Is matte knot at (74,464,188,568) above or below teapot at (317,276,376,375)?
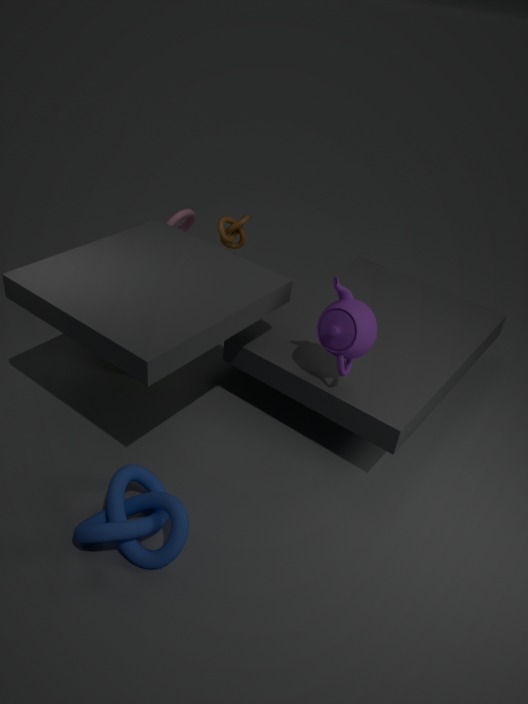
below
